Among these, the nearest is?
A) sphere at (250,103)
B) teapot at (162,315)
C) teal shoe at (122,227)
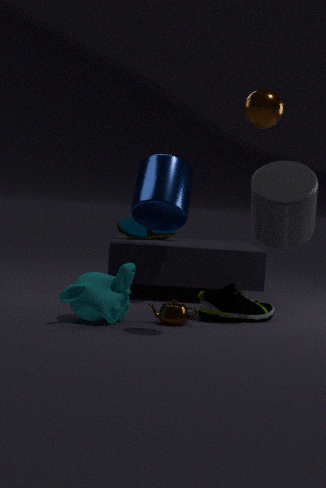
sphere at (250,103)
